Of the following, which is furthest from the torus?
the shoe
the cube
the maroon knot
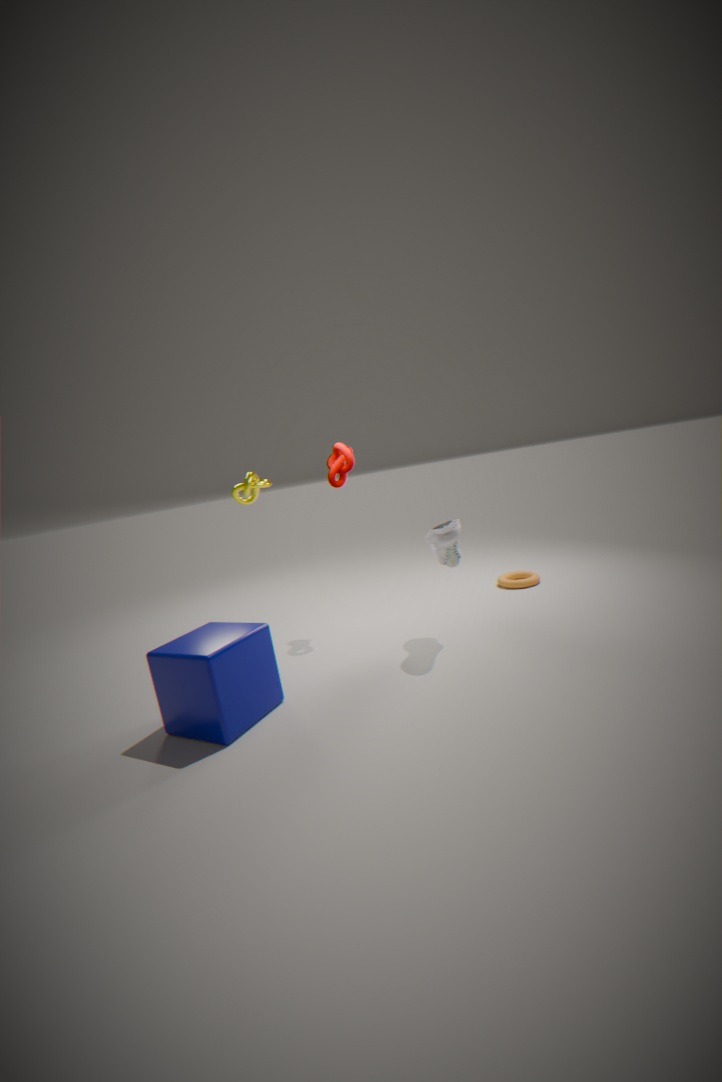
the cube
